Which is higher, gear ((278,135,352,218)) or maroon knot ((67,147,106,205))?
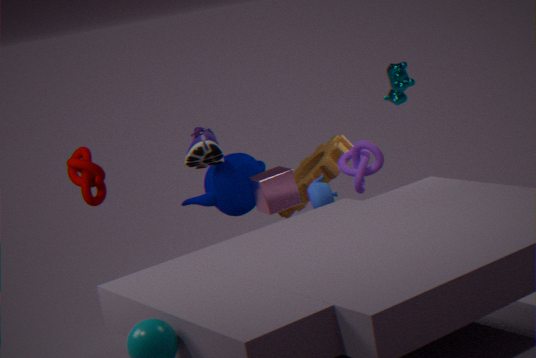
maroon knot ((67,147,106,205))
